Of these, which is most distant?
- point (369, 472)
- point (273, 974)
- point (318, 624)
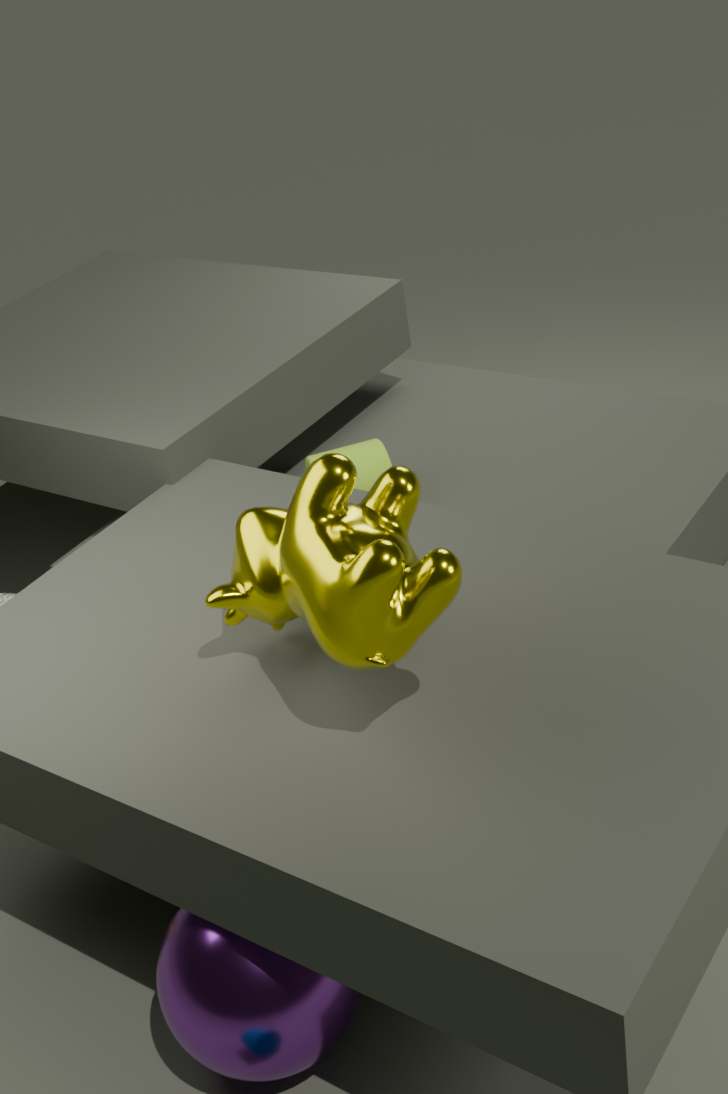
point (369, 472)
